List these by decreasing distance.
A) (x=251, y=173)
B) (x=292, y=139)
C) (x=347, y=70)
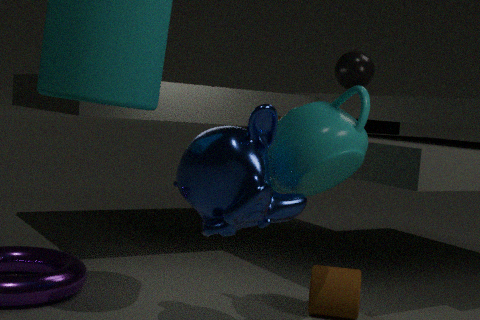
1. (x=347, y=70)
2. (x=292, y=139)
3. (x=251, y=173)
